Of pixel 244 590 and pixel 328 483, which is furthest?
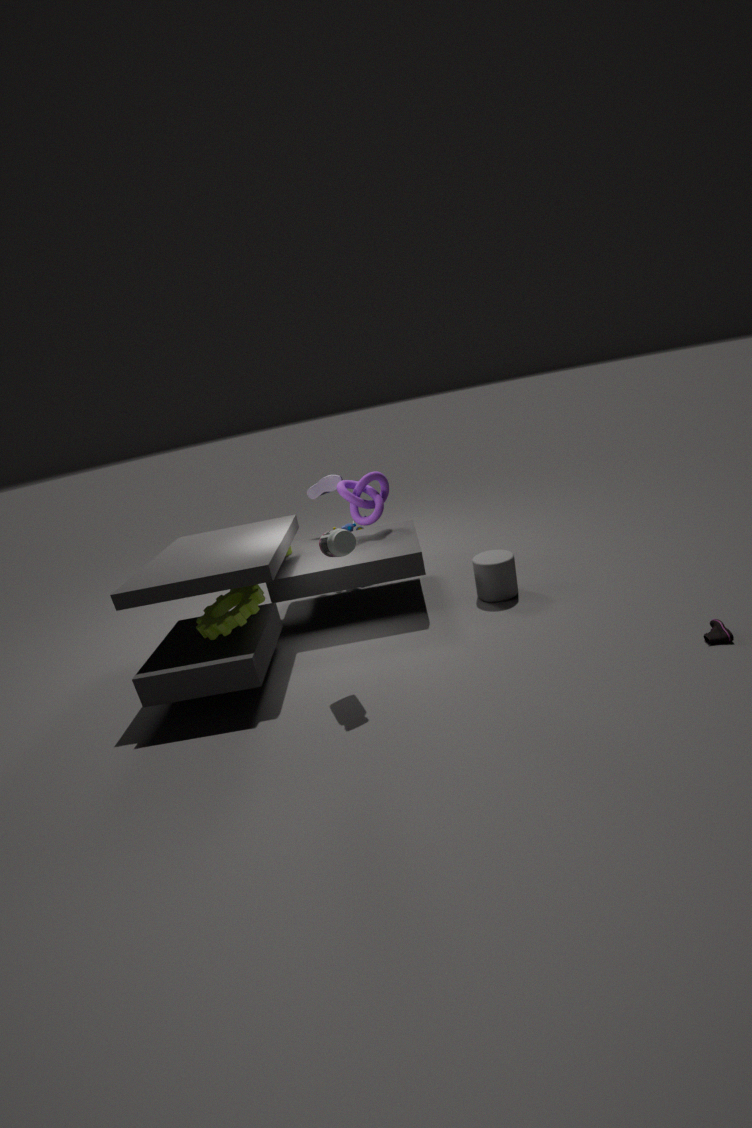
pixel 328 483
